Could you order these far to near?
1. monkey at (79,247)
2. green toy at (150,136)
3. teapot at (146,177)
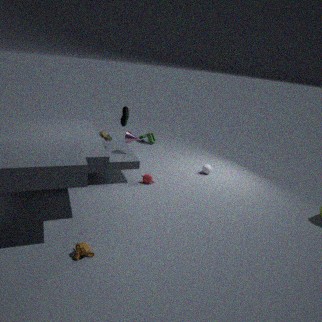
green toy at (150,136) → teapot at (146,177) → monkey at (79,247)
